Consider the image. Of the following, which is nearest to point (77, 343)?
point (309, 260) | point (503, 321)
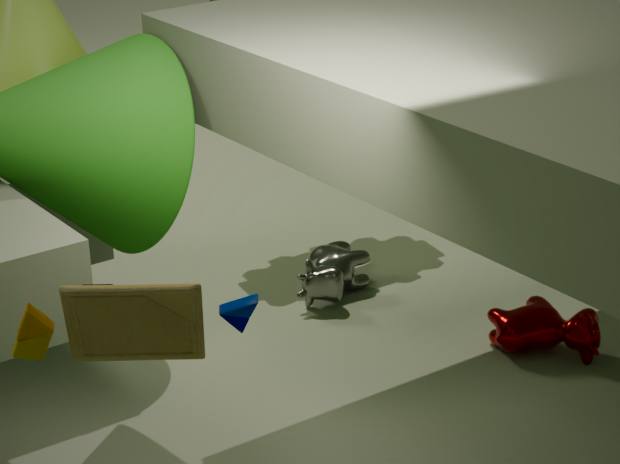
point (503, 321)
